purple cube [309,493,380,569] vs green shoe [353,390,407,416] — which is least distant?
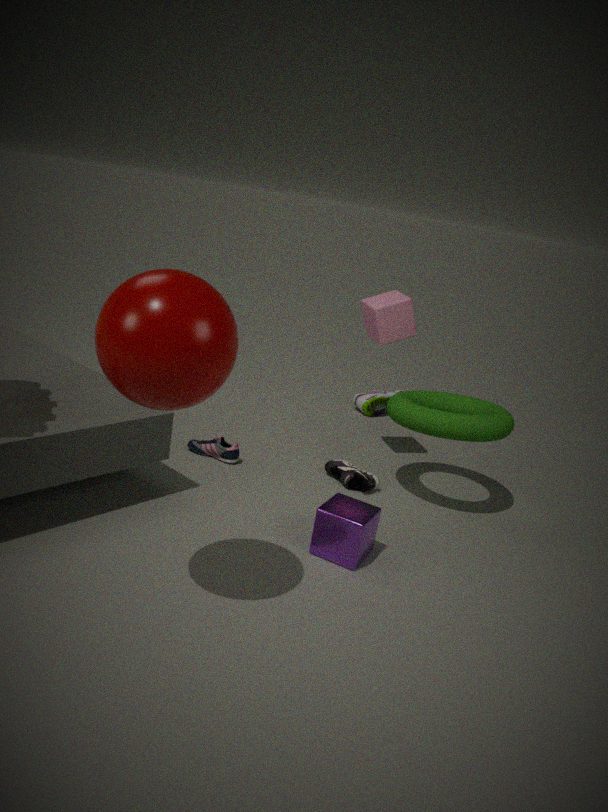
purple cube [309,493,380,569]
